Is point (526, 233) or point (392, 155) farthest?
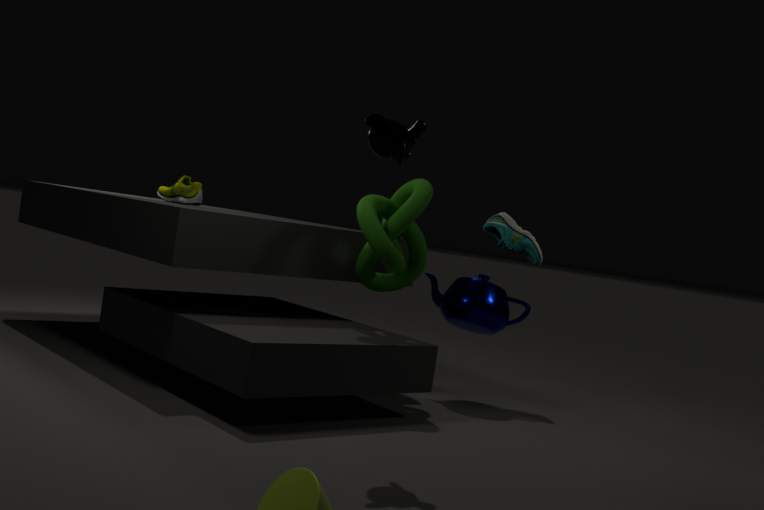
point (526, 233)
